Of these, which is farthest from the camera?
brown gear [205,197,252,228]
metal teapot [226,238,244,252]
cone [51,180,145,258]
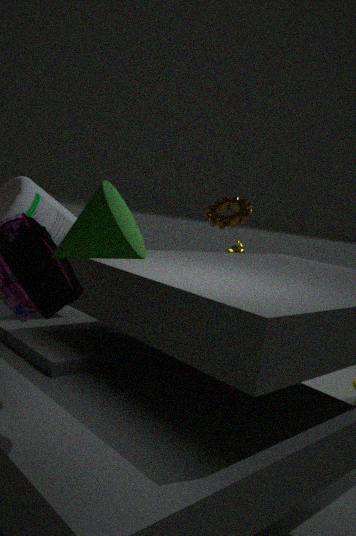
metal teapot [226,238,244,252]
